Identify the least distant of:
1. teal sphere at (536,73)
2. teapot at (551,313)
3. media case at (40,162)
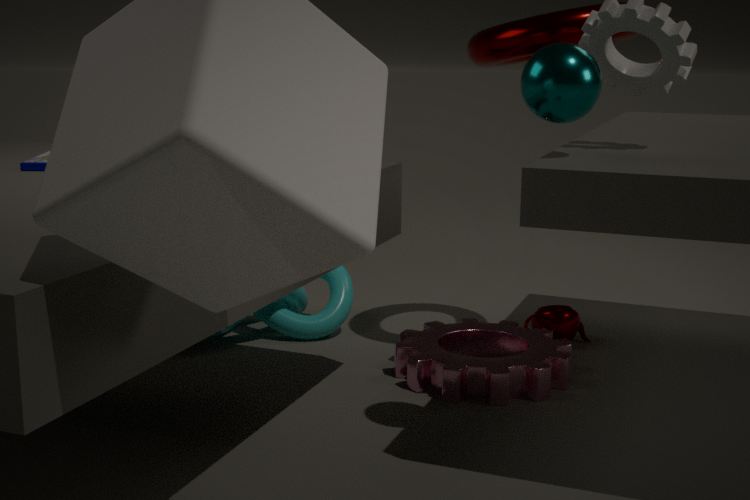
teal sphere at (536,73)
